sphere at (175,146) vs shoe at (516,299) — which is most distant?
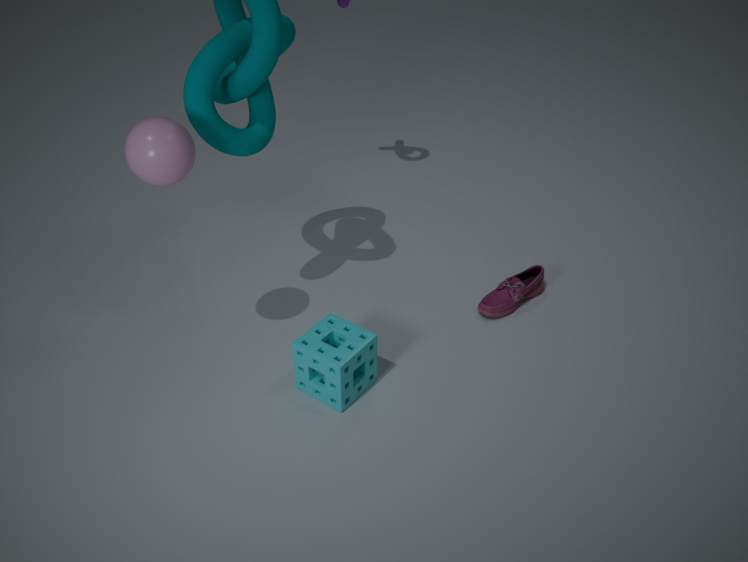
shoe at (516,299)
